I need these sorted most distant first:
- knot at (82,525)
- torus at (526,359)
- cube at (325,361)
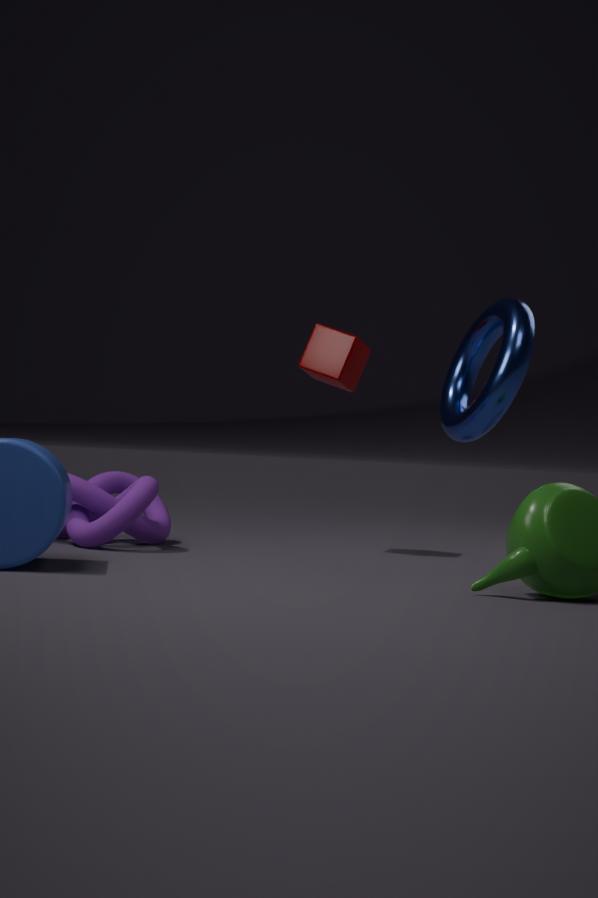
cube at (325,361), knot at (82,525), torus at (526,359)
